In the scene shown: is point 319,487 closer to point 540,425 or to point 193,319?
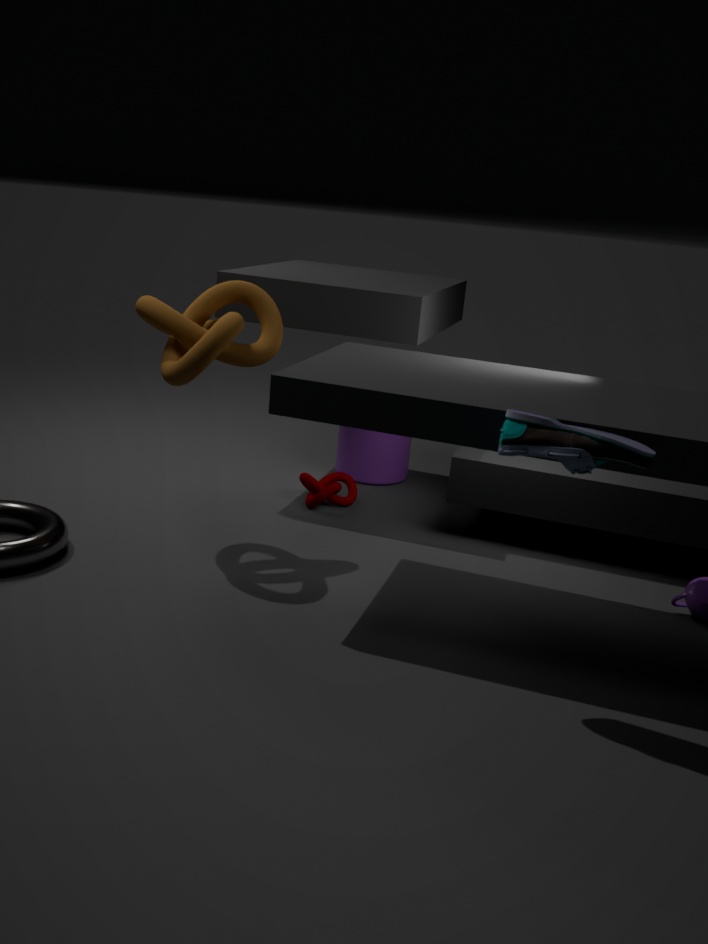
point 193,319
